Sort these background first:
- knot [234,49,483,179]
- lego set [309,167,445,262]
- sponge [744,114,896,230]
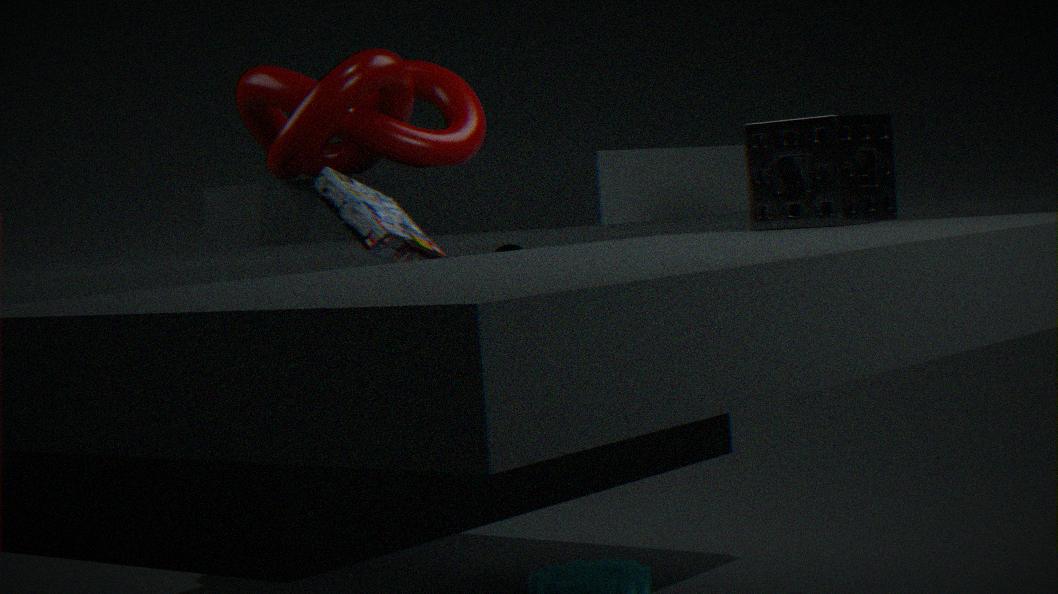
1. knot [234,49,483,179]
2. lego set [309,167,445,262]
3. sponge [744,114,896,230]
